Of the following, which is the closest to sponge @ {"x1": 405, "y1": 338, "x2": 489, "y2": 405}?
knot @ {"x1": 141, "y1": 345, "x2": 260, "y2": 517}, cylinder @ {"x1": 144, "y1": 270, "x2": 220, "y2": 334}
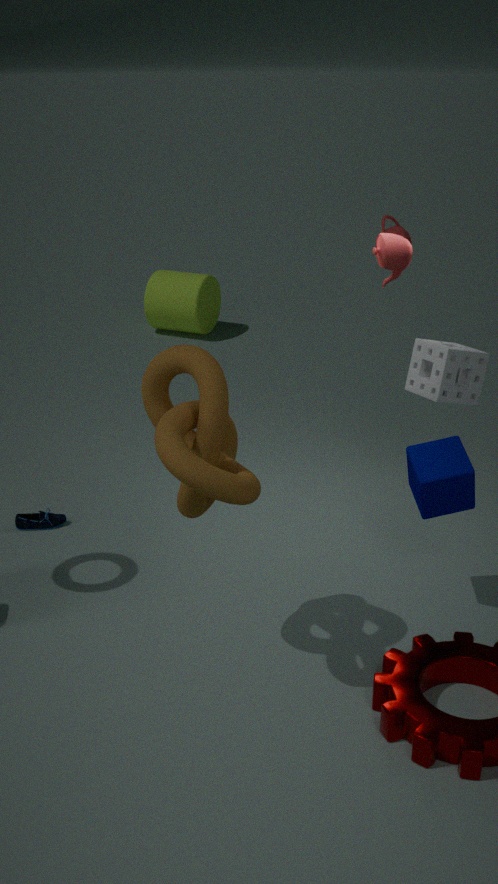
knot @ {"x1": 141, "y1": 345, "x2": 260, "y2": 517}
